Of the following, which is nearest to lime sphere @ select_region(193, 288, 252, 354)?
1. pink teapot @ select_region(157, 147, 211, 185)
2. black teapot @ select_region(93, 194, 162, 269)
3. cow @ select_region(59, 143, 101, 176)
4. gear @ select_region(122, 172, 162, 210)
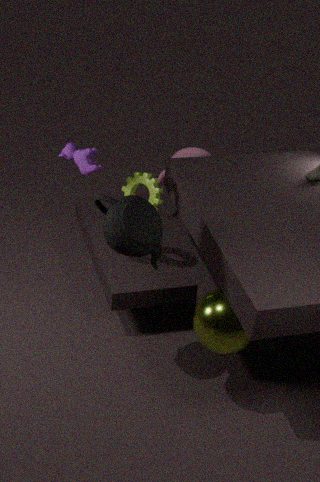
black teapot @ select_region(93, 194, 162, 269)
